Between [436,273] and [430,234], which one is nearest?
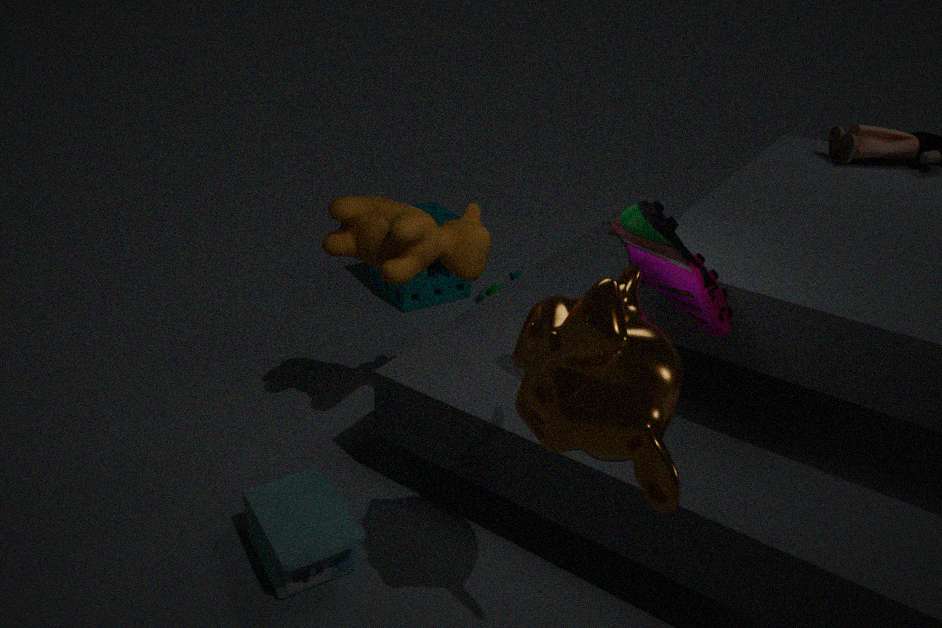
[430,234]
